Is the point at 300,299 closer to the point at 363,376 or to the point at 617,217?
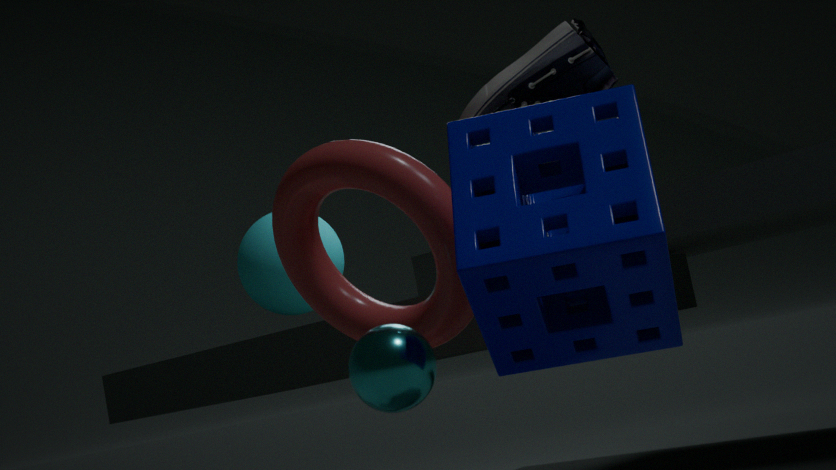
the point at 363,376
